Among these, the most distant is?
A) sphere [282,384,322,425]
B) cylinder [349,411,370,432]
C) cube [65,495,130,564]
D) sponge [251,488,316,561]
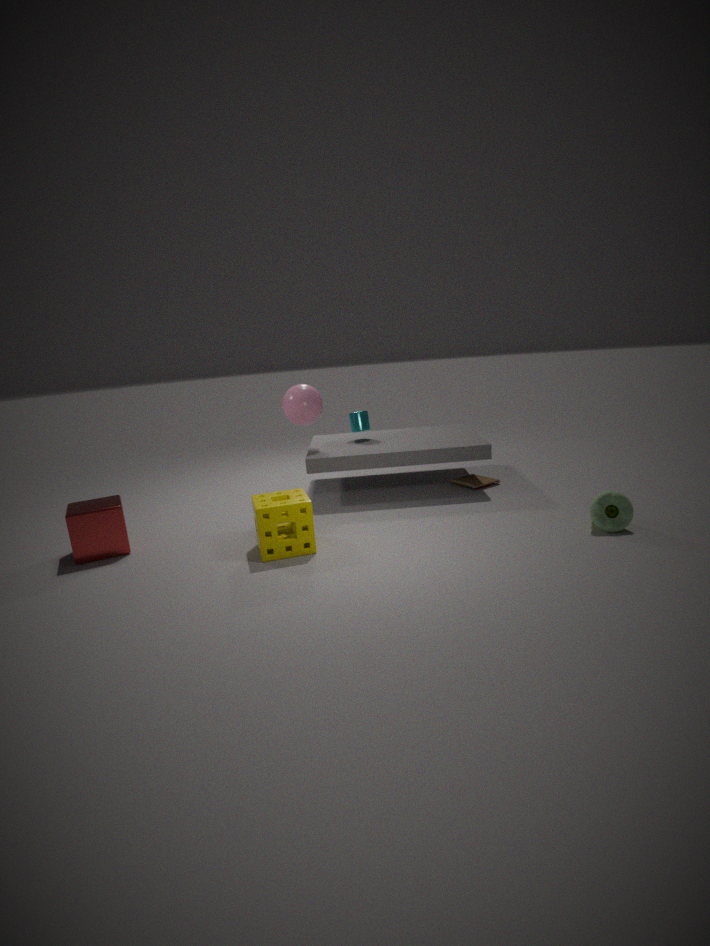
cylinder [349,411,370,432]
